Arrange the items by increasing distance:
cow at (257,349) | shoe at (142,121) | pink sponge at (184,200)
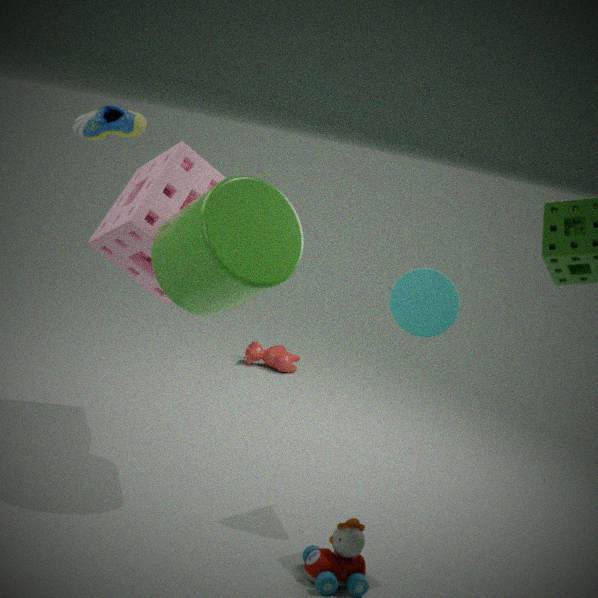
shoe at (142,121) < pink sponge at (184,200) < cow at (257,349)
